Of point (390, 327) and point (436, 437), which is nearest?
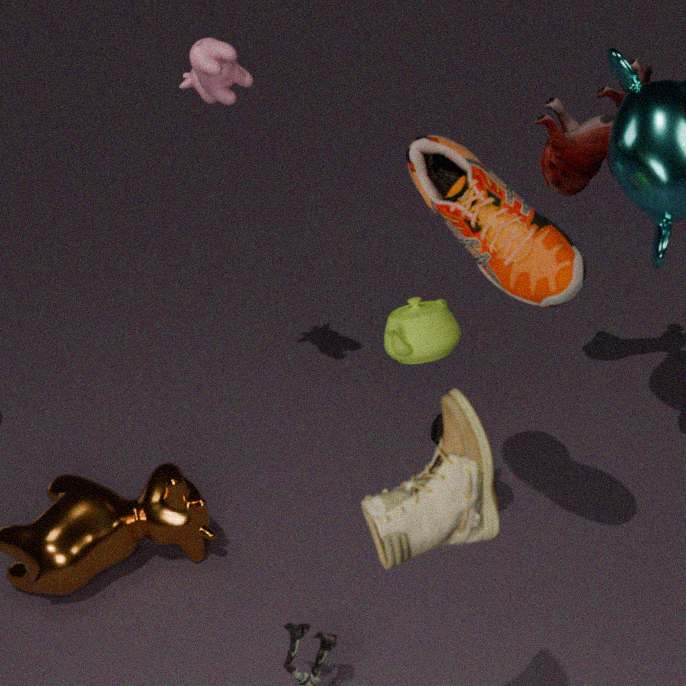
point (390, 327)
